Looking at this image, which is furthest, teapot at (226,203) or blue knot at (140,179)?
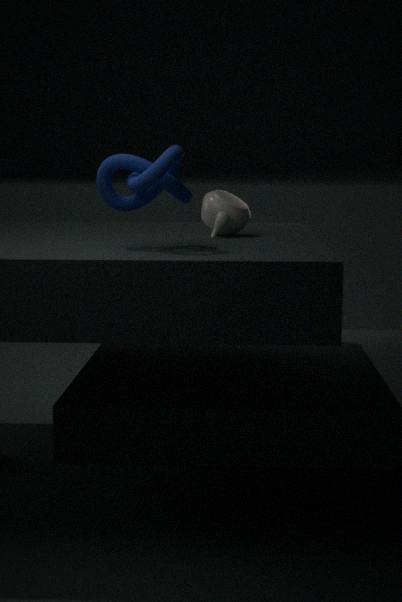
teapot at (226,203)
